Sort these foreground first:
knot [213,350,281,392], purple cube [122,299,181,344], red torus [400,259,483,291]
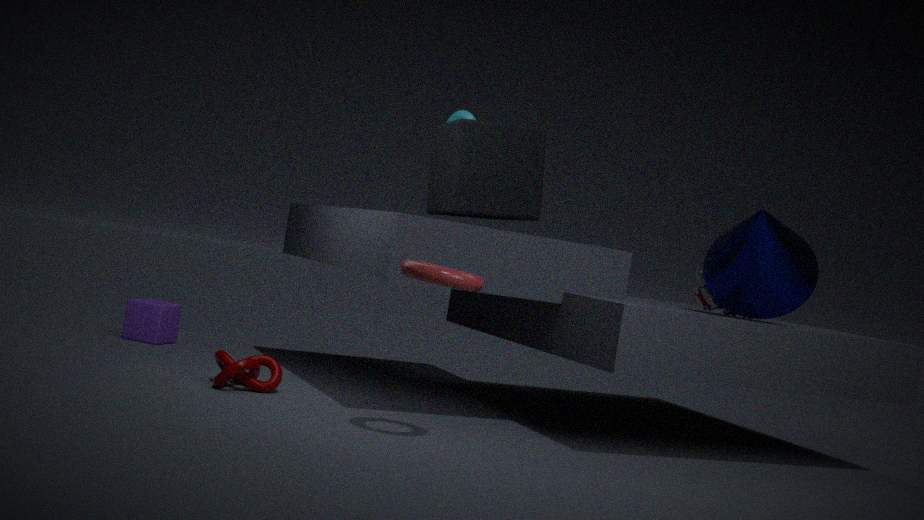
1. red torus [400,259,483,291]
2. knot [213,350,281,392]
3. purple cube [122,299,181,344]
